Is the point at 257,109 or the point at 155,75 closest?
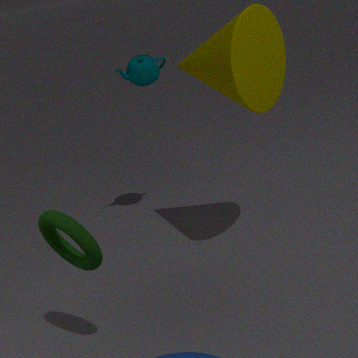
the point at 257,109
